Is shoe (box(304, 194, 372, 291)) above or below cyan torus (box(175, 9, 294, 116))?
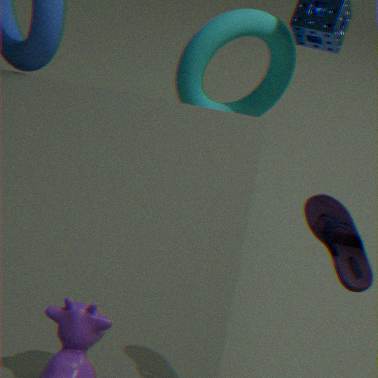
above
